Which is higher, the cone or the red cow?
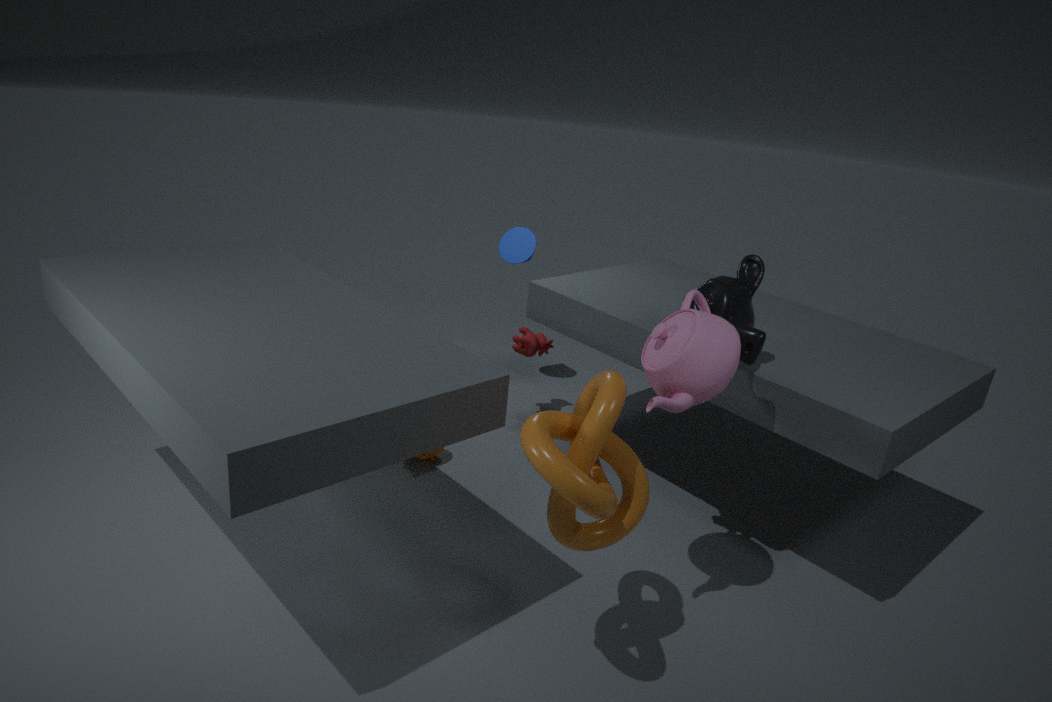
the cone
